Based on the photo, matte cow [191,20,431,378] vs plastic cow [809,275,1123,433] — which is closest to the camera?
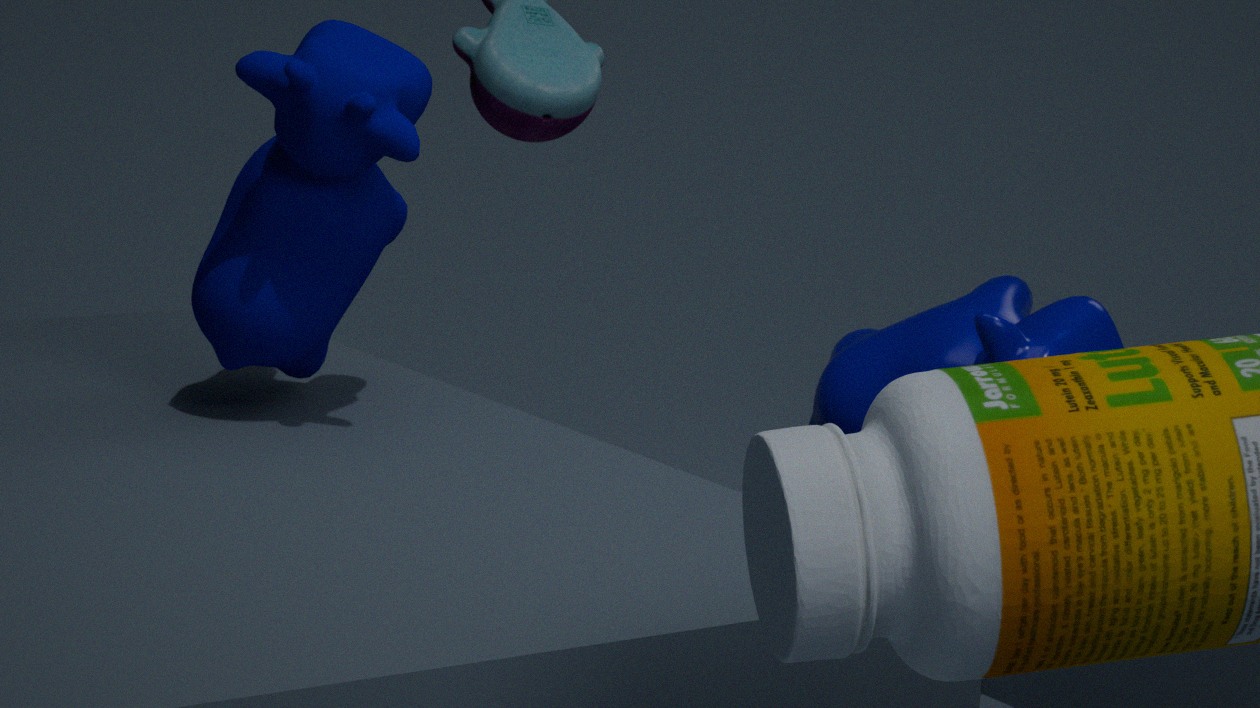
plastic cow [809,275,1123,433]
